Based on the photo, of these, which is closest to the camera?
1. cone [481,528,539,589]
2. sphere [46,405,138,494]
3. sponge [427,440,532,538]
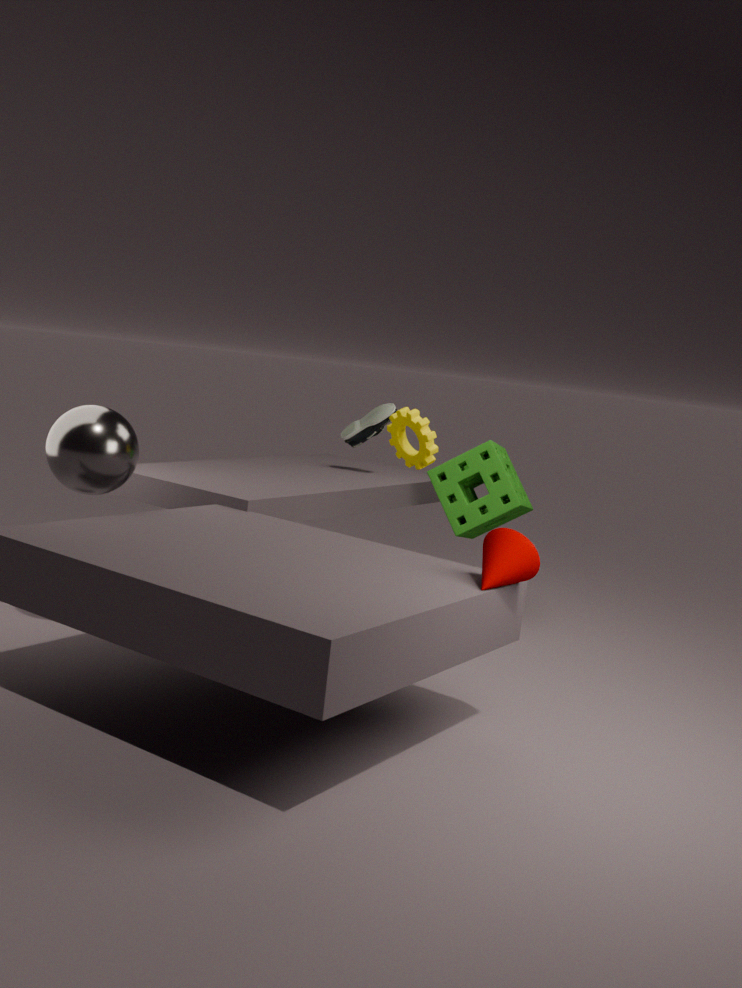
cone [481,528,539,589]
